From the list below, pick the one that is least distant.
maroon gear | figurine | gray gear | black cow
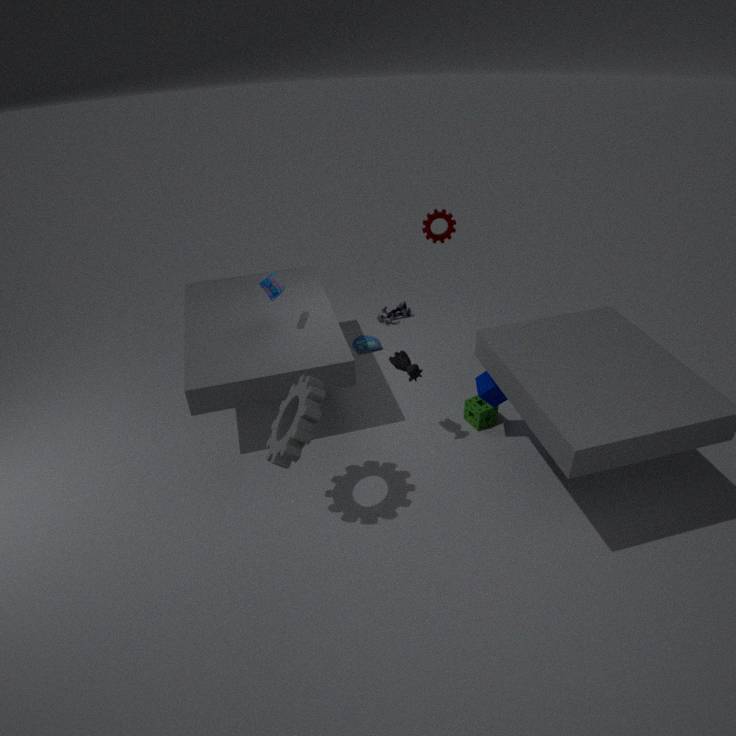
gray gear
